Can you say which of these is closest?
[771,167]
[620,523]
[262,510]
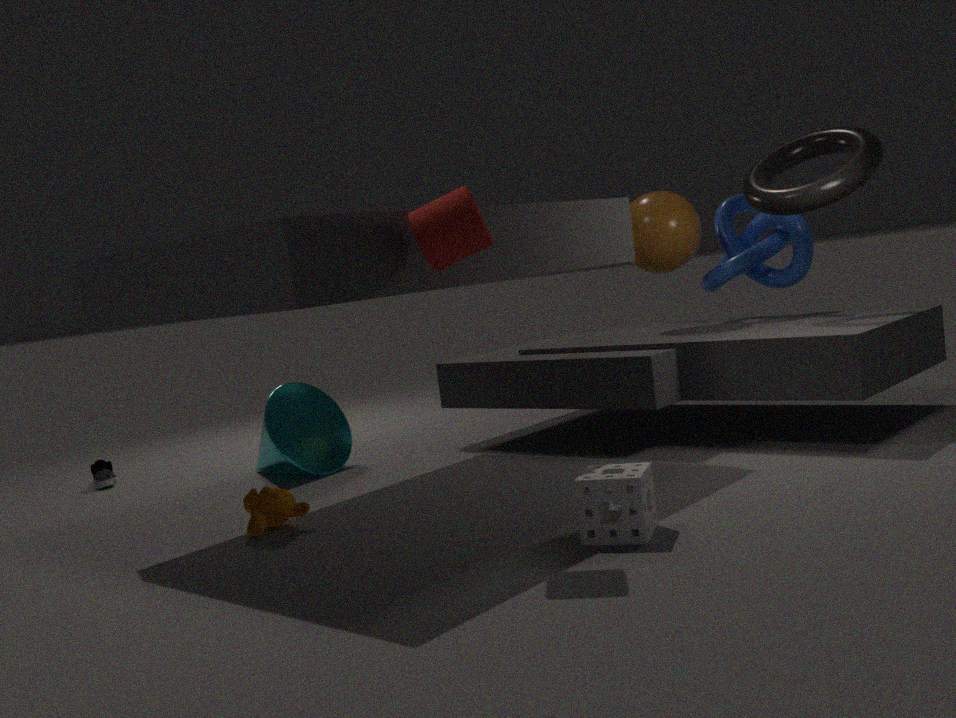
[620,523]
